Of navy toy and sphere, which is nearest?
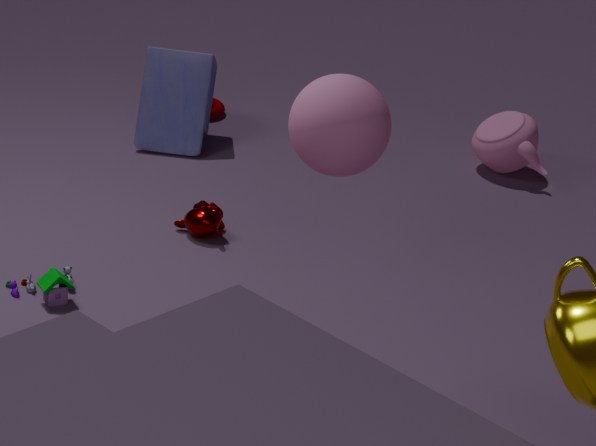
sphere
